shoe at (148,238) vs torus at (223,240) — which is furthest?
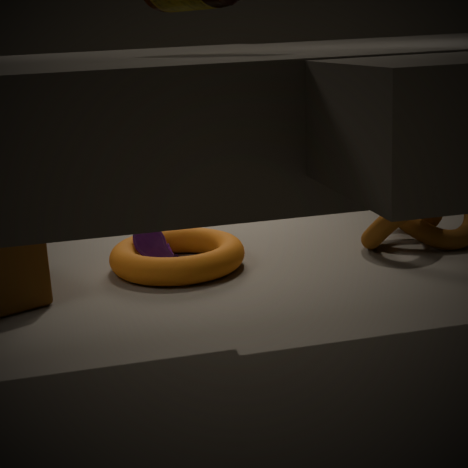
shoe at (148,238)
